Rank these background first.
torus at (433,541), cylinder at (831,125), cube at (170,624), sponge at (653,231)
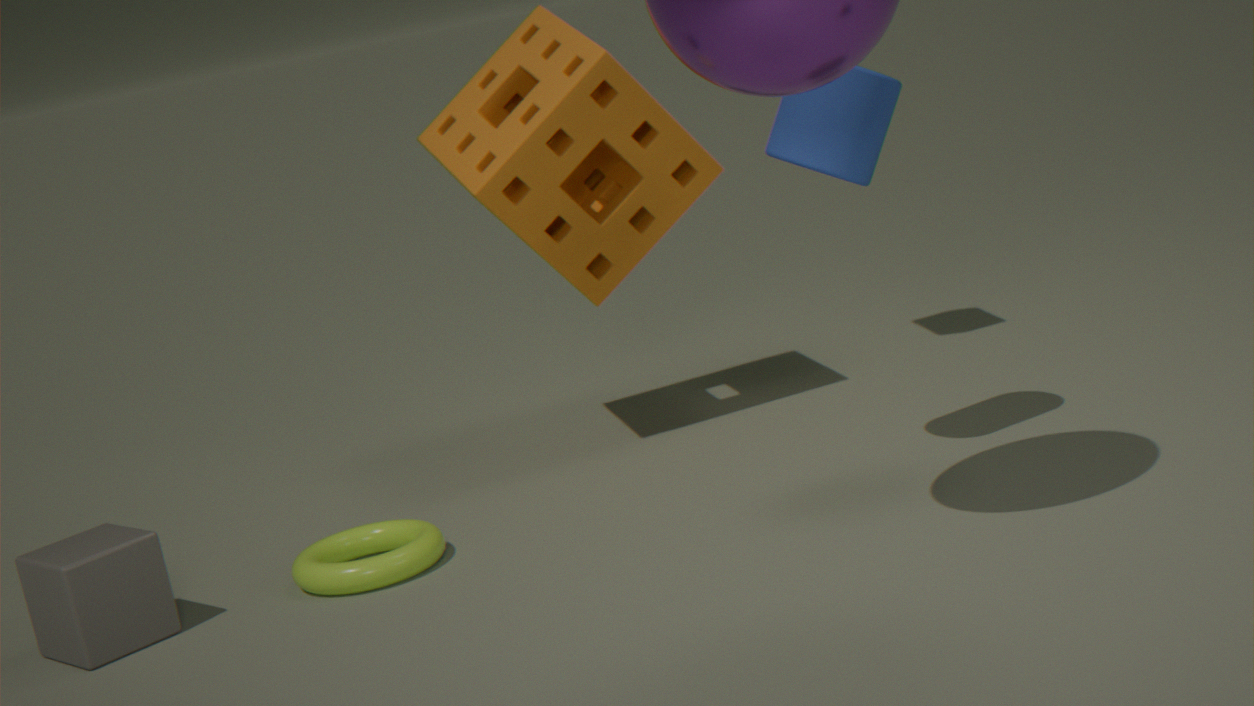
sponge at (653,231) < torus at (433,541) < cube at (170,624) < cylinder at (831,125)
